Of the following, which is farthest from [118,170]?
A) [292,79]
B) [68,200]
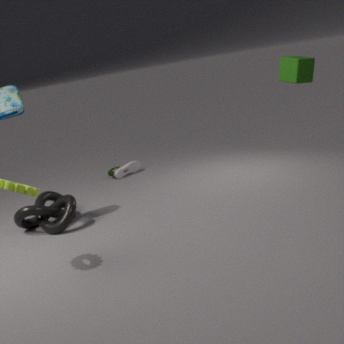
[292,79]
